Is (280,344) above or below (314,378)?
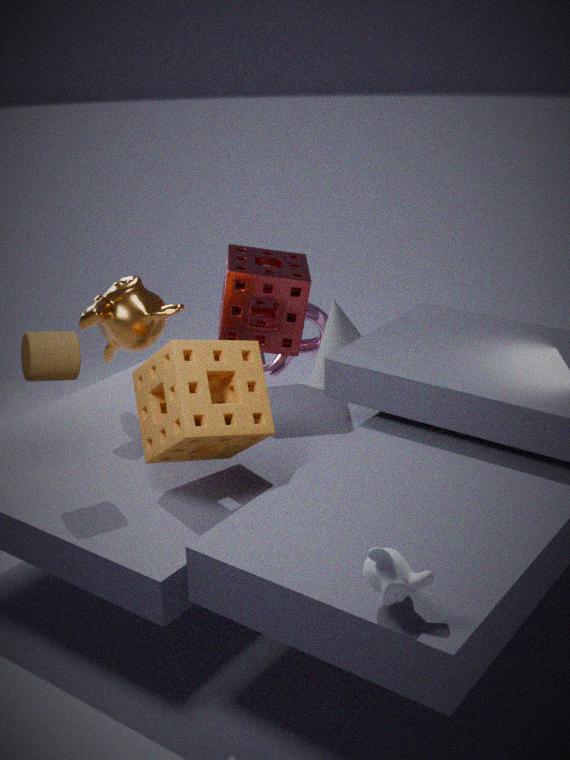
above
